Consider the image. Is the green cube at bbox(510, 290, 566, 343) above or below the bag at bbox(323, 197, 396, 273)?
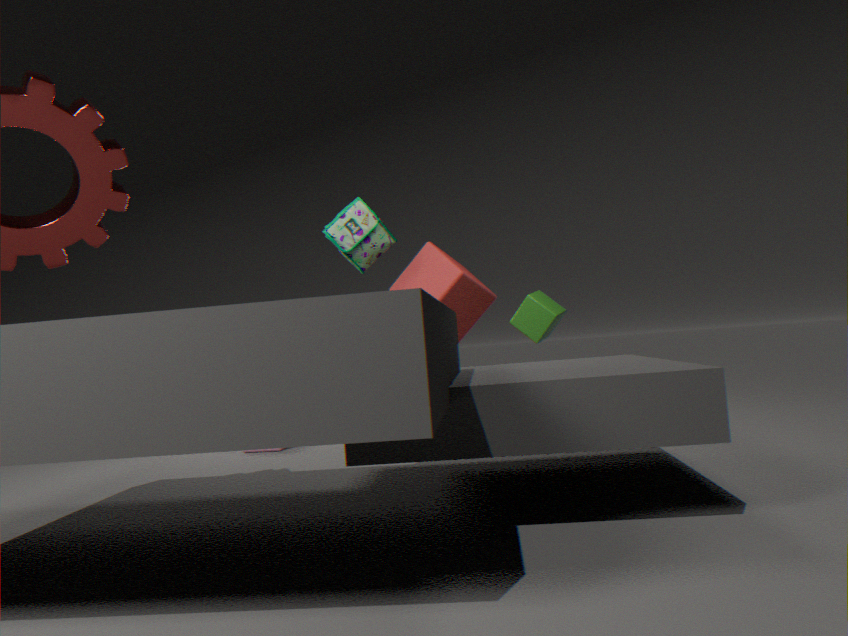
below
